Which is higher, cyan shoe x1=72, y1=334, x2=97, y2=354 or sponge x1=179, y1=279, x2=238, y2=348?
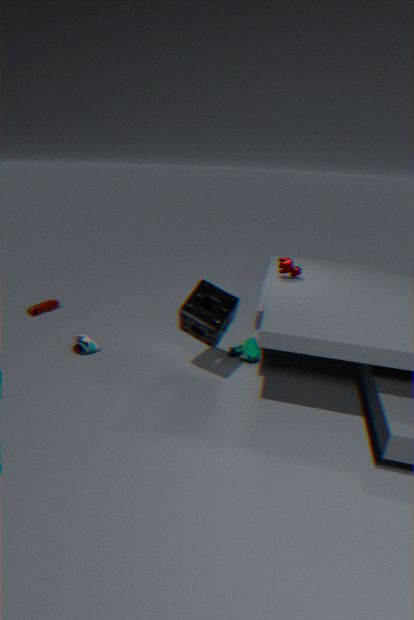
sponge x1=179, y1=279, x2=238, y2=348
